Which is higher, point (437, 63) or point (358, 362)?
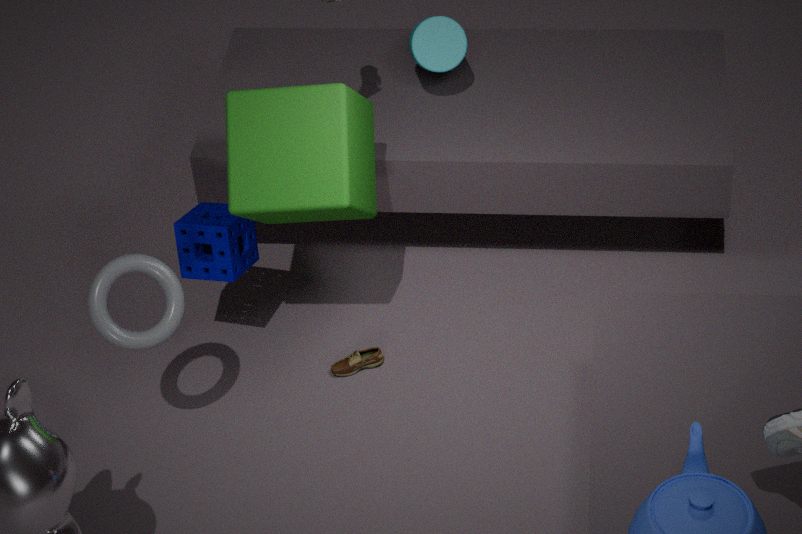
point (437, 63)
